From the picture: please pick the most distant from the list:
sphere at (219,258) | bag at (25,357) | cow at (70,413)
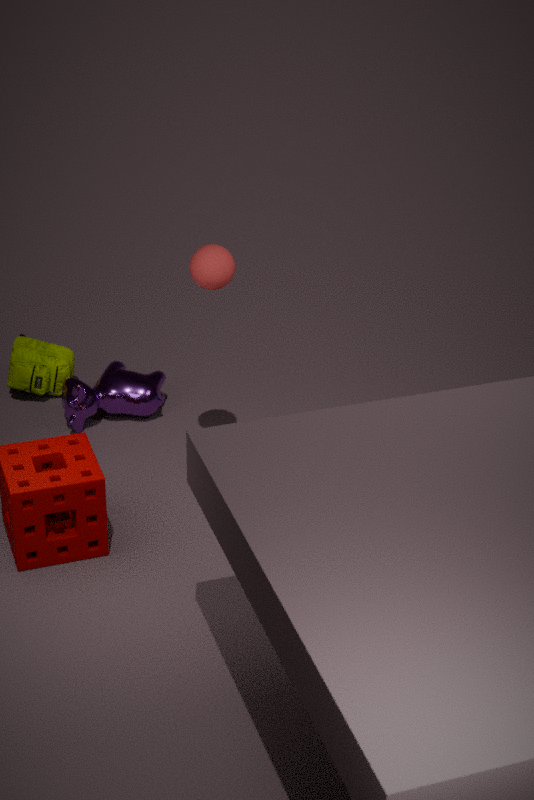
bag at (25,357)
